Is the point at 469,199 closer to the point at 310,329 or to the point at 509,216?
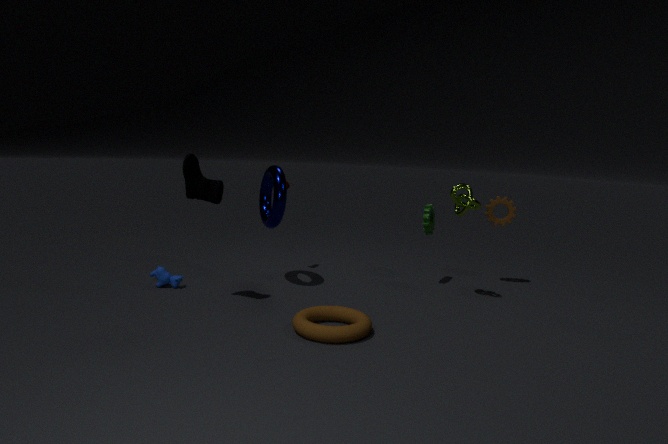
the point at 509,216
